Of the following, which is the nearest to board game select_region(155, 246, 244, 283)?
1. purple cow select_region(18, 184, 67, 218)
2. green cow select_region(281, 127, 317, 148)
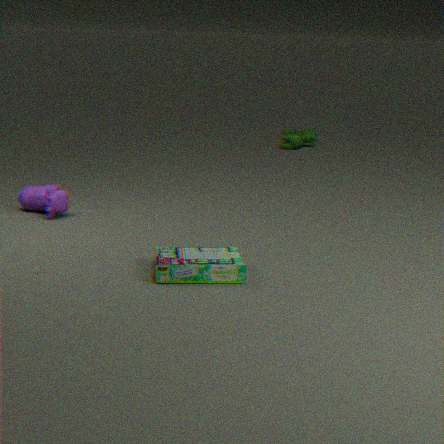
purple cow select_region(18, 184, 67, 218)
